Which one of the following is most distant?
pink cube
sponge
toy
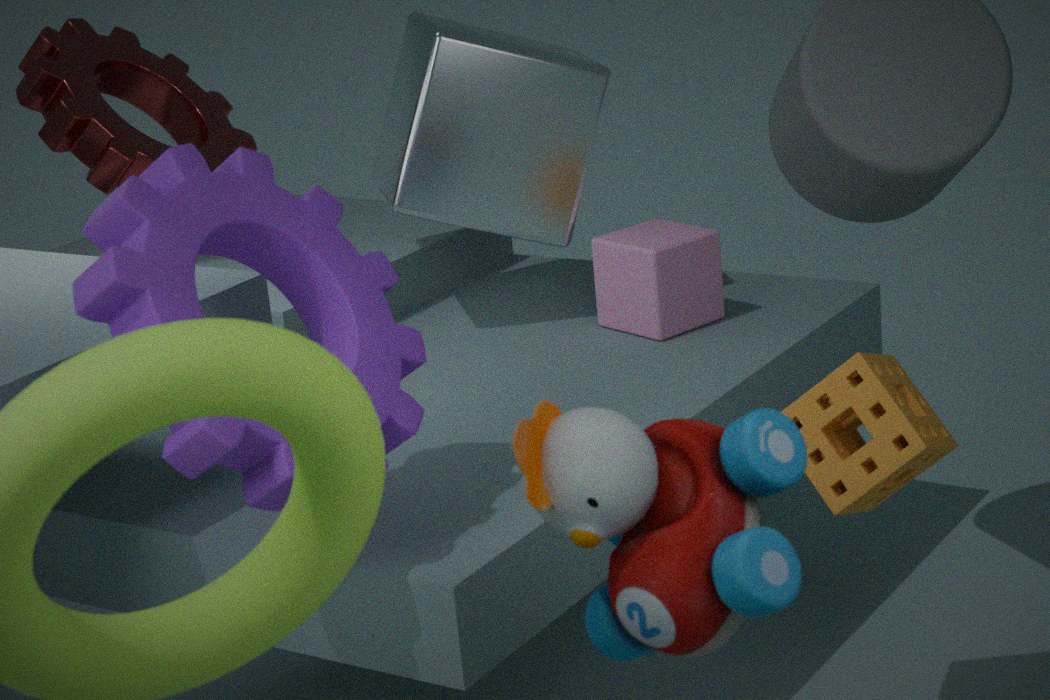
pink cube
